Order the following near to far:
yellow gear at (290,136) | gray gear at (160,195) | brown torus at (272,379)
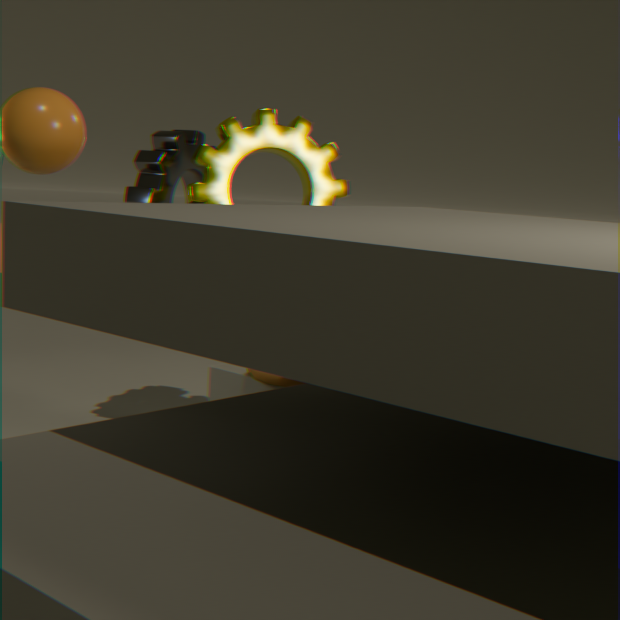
1. brown torus at (272,379)
2. gray gear at (160,195)
3. yellow gear at (290,136)
